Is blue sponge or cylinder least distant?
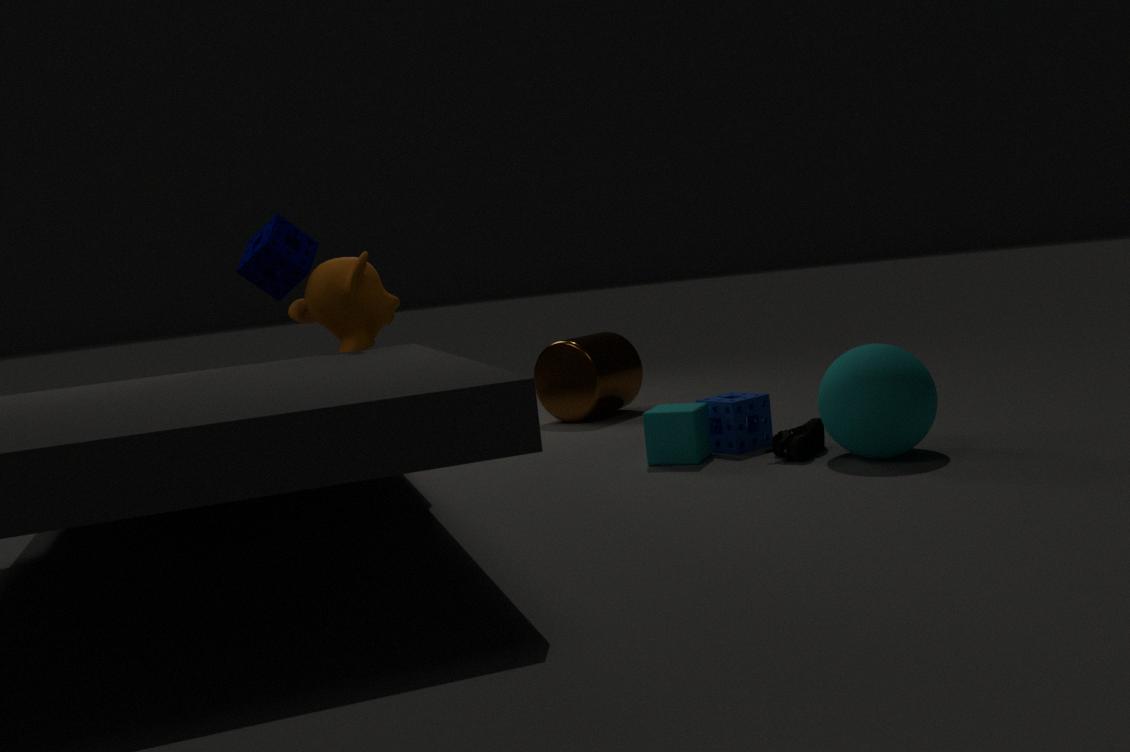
blue sponge
